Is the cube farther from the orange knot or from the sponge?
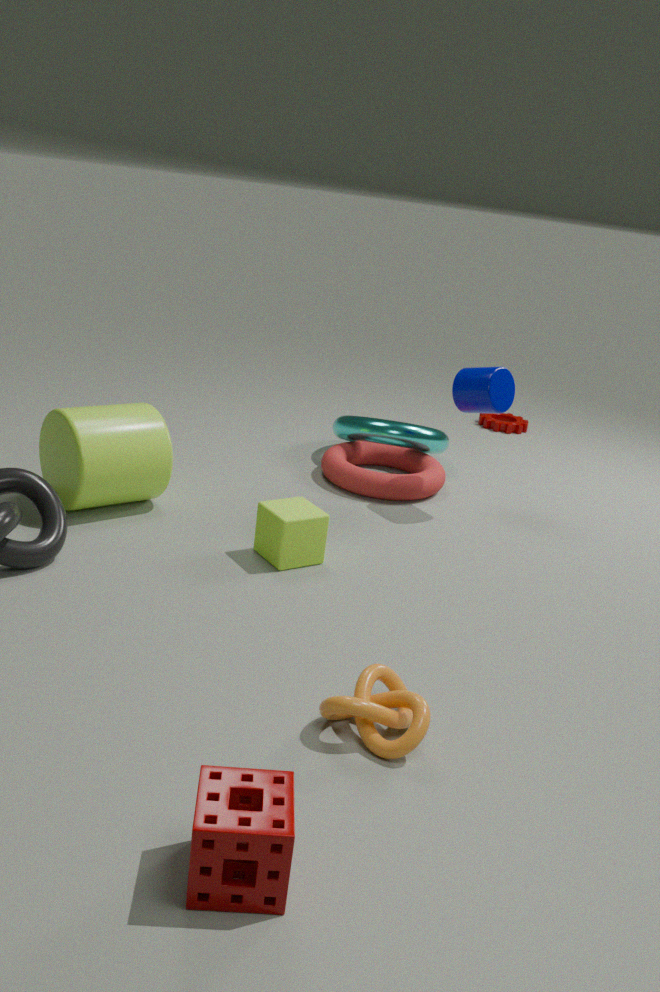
the sponge
